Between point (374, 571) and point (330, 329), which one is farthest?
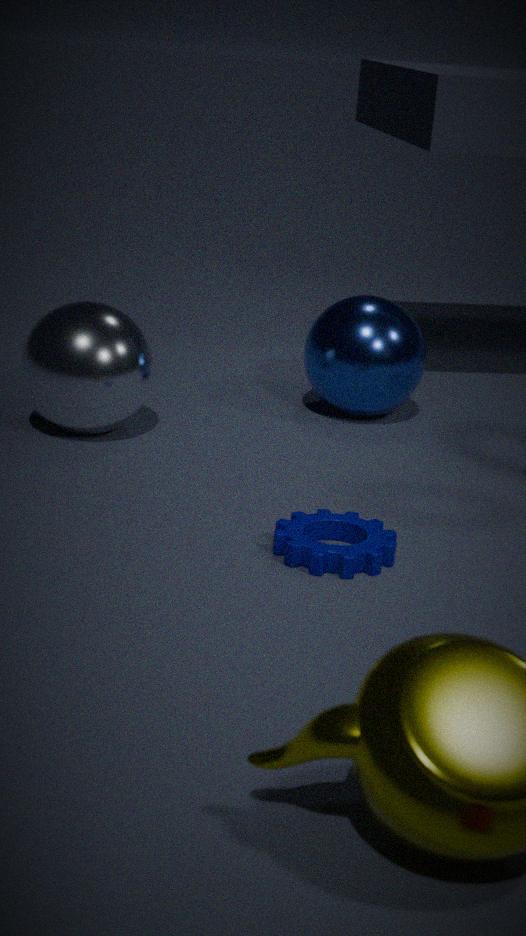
point (330, 329)
